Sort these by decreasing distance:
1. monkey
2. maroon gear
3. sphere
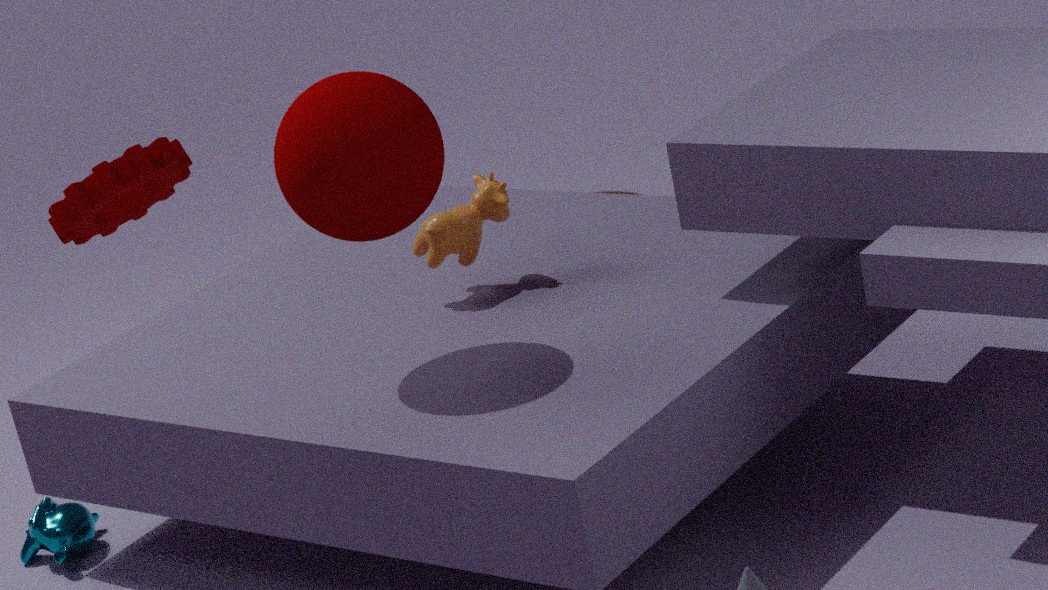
1. monkey
2. sphere
3. maroon gear
